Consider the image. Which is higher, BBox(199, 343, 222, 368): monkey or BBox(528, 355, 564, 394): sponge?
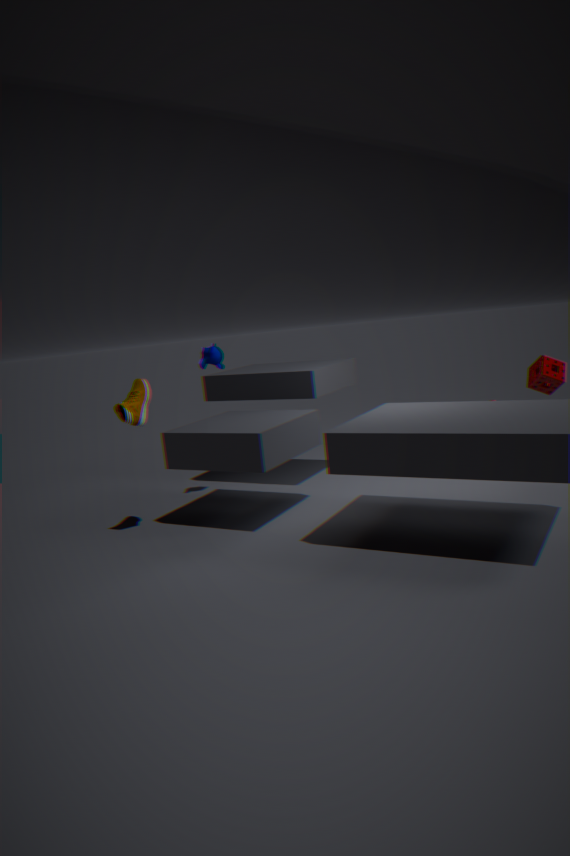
BBox(199, 343, 222, 368): monkey
